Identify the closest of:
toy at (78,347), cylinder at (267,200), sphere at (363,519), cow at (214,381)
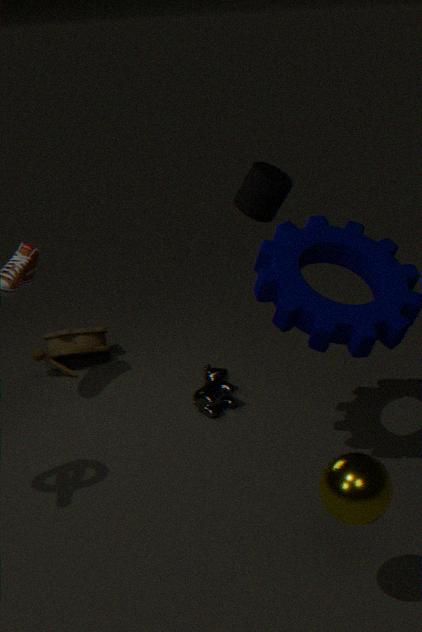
sphere at (363,519)
